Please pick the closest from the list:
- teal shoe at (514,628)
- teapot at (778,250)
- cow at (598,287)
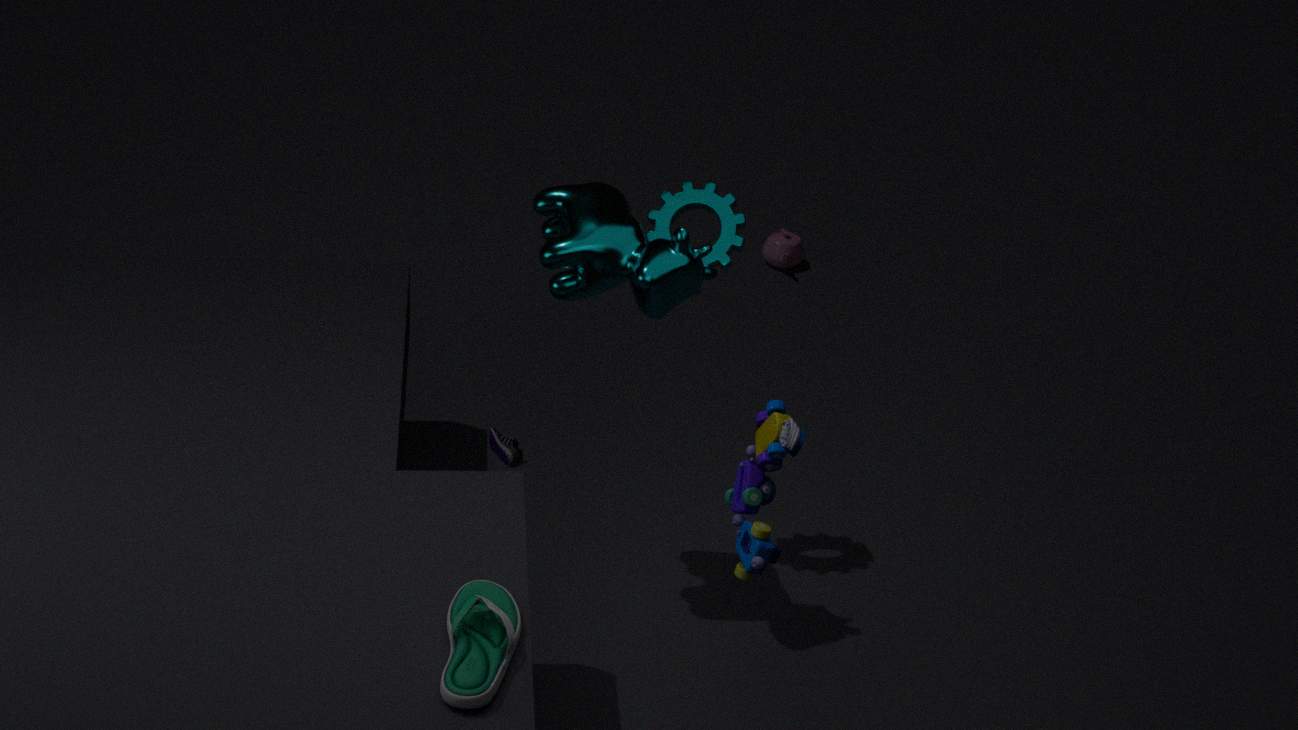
teal shoe at (514,628)
